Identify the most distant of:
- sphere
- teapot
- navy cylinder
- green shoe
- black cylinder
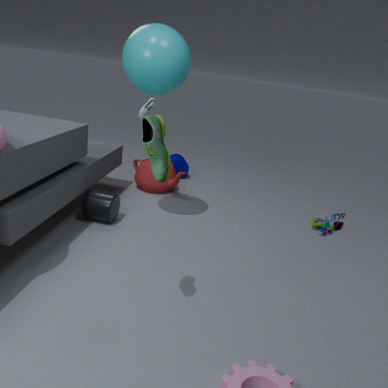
navy cylinder
